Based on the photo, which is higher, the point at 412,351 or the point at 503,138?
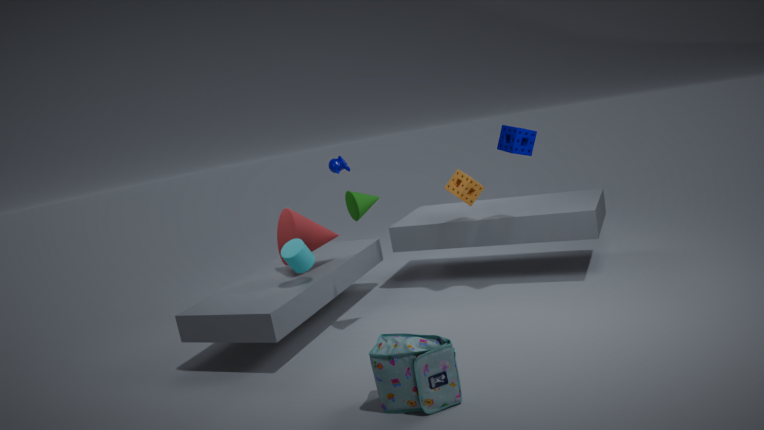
the point at 503,138
